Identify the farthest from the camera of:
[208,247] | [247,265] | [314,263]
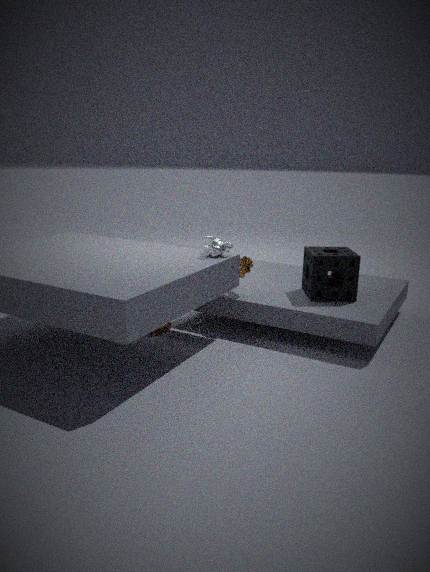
[247,265]
